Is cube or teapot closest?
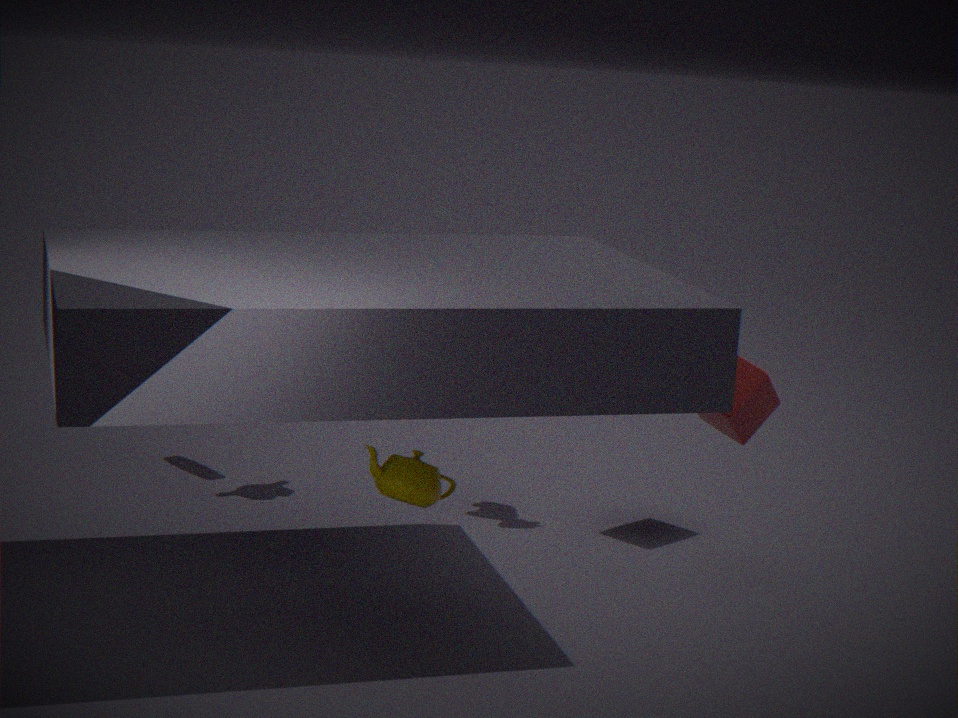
teapot
